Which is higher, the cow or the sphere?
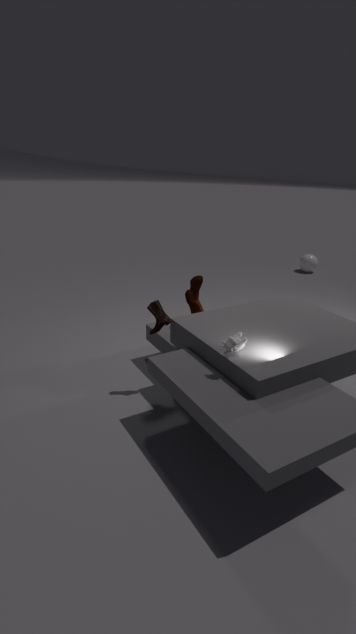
the cow
